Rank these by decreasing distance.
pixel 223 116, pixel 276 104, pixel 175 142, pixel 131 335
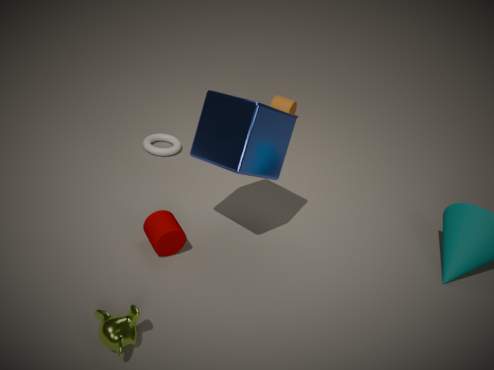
pixel 276 104 → pixel 175 142 → pixel 223 116 → pixel 131 335
